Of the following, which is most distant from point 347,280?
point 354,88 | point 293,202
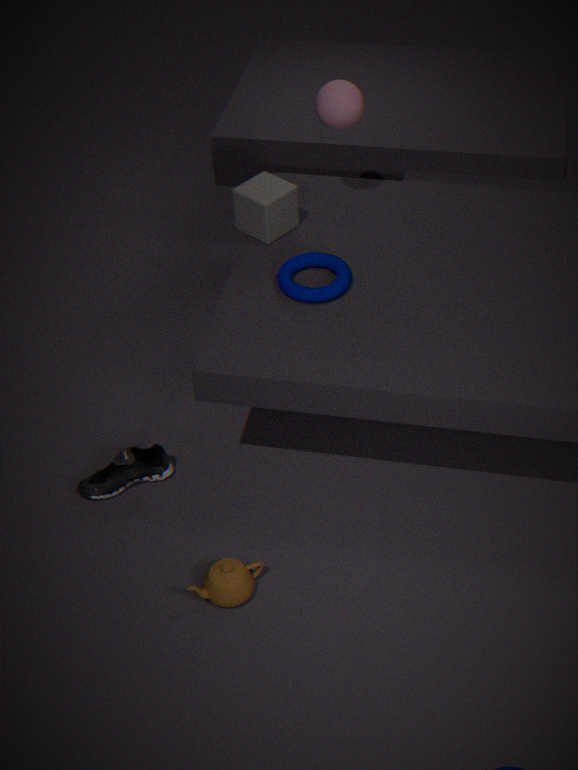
point 354,88
